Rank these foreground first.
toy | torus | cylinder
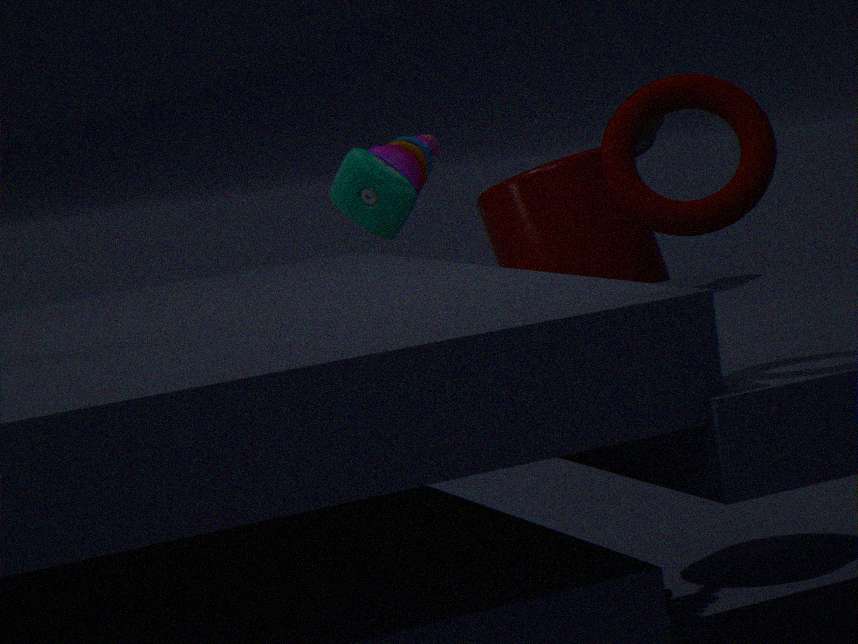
torus, toy, cylinder
